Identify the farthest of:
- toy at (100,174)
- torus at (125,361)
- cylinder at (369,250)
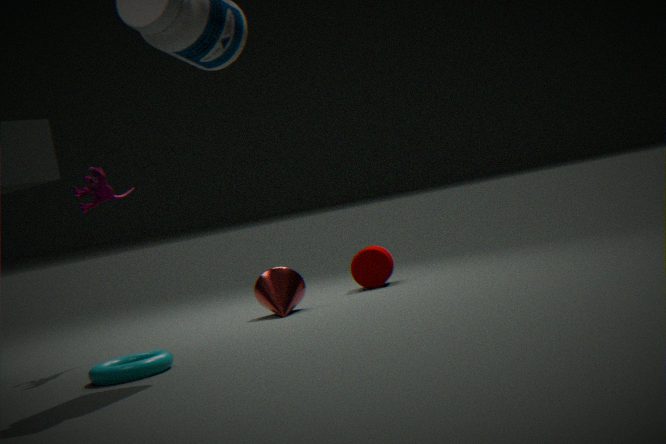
cylinder at (369,250)
